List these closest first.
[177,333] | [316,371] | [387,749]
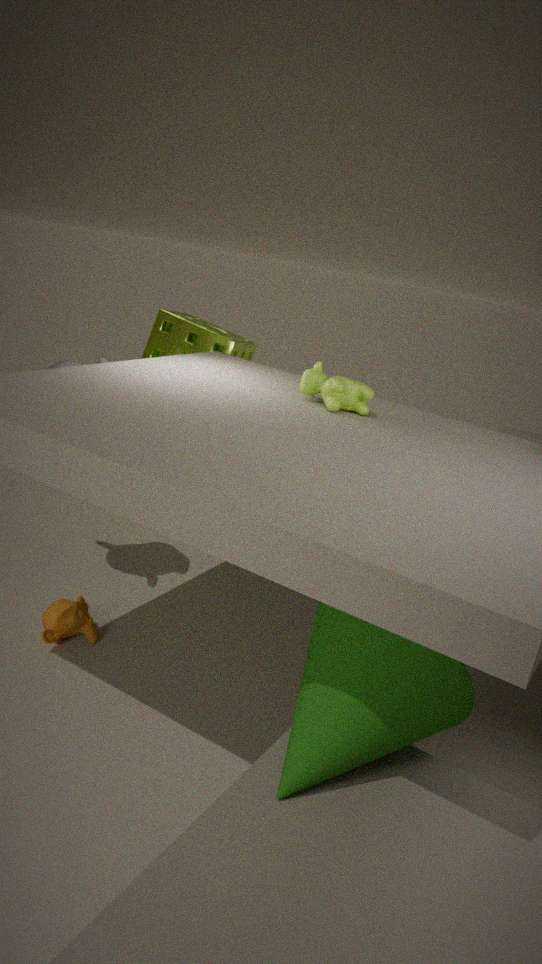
[387,749] → [316,371] → [177,333]
